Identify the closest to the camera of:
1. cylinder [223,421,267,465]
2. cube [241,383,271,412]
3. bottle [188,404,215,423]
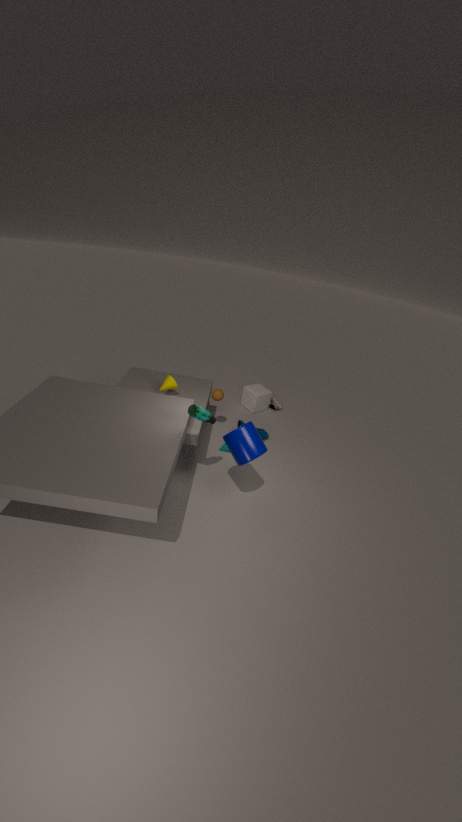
cylinder [223,421,267,465]
